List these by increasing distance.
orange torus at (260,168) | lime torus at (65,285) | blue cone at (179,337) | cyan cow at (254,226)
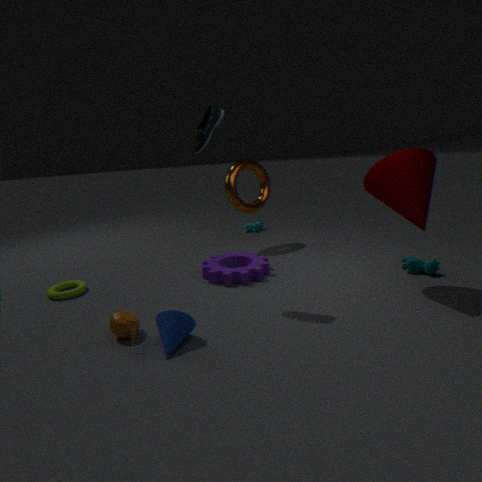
blue cone at (179,337), lime torus at (65,285), orange torus at (260,168), cyan cow at (254,226)
